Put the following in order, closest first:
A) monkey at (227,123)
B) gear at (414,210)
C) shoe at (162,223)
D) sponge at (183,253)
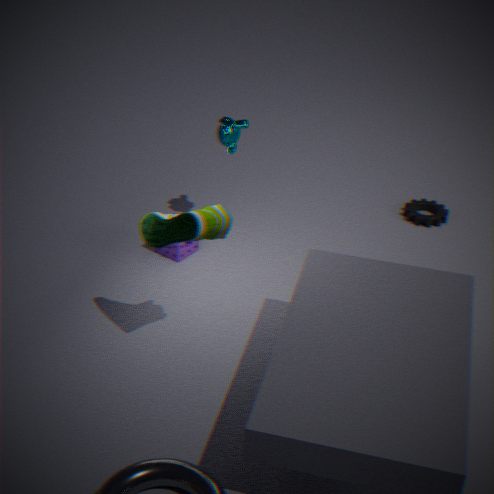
shoe at (162,223) → sponge at (183,253) → monkey at (227,123) → gear at (414,210)
